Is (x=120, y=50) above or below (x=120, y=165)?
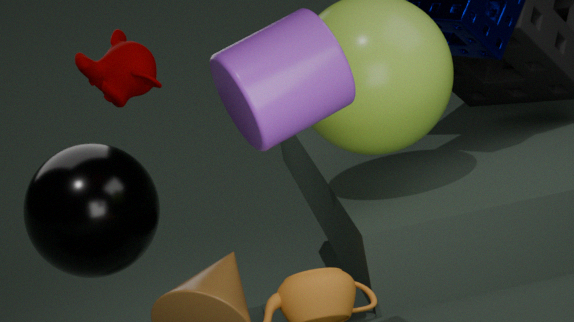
above
